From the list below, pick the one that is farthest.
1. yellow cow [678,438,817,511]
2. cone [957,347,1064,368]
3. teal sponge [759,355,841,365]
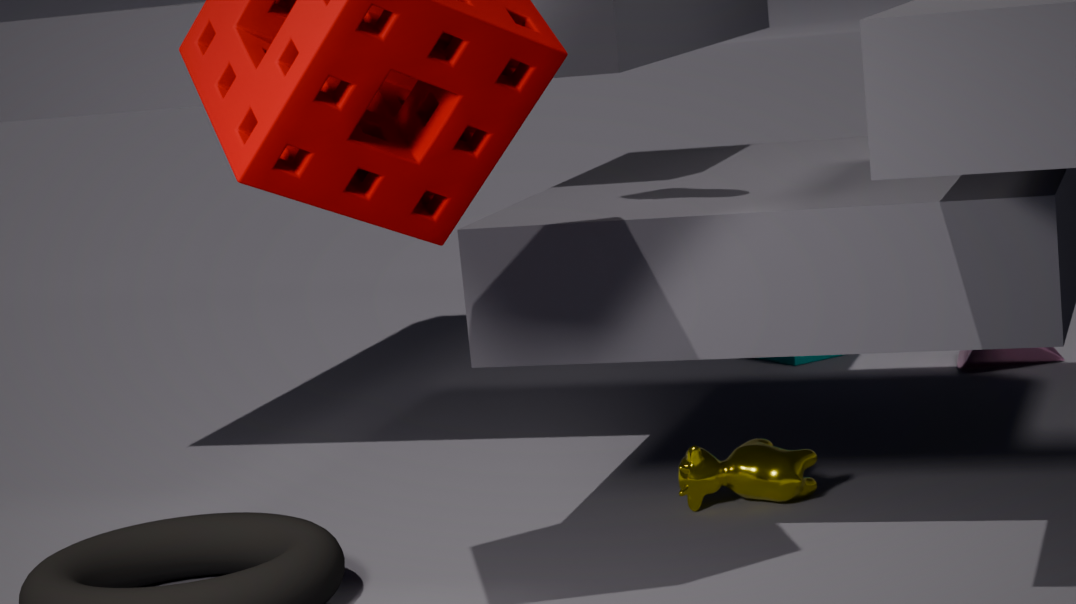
teal sponge [759,355,841,365]
